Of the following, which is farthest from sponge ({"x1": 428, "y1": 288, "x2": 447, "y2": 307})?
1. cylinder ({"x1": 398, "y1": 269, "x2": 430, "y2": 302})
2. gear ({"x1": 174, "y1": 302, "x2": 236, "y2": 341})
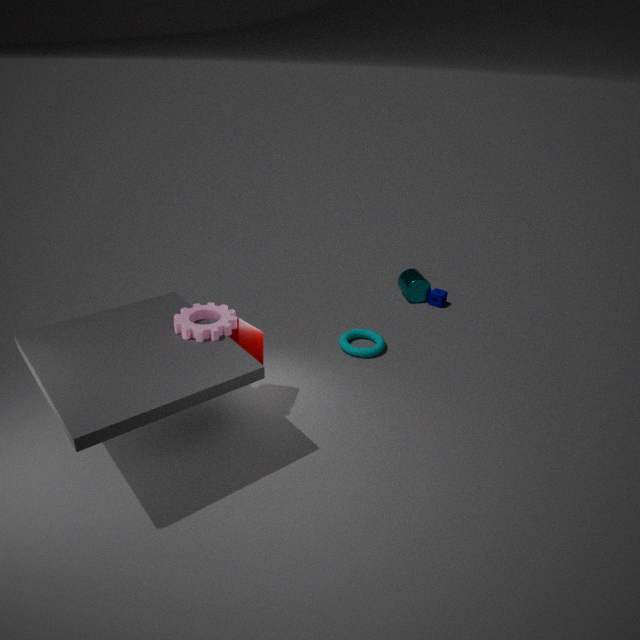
gear ({"x1": 174, "y1": 302, "x2": 236, "y2": 341})
